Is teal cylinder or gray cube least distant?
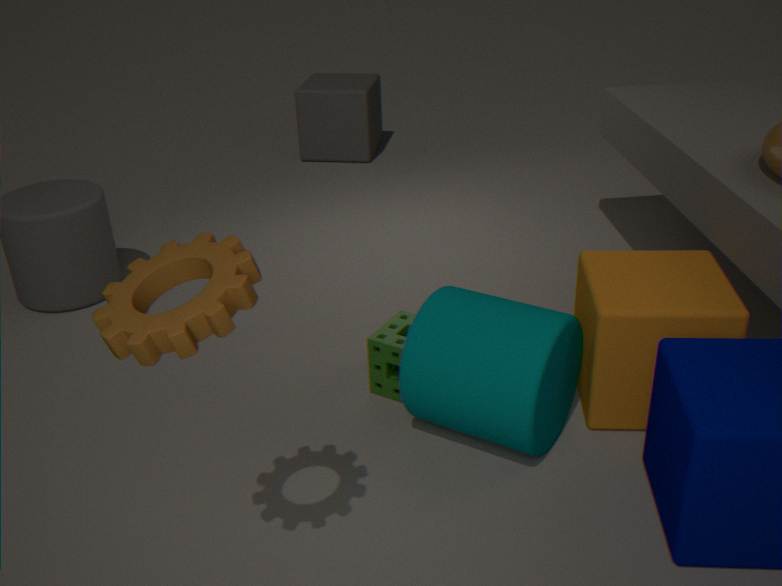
teal cylinder
